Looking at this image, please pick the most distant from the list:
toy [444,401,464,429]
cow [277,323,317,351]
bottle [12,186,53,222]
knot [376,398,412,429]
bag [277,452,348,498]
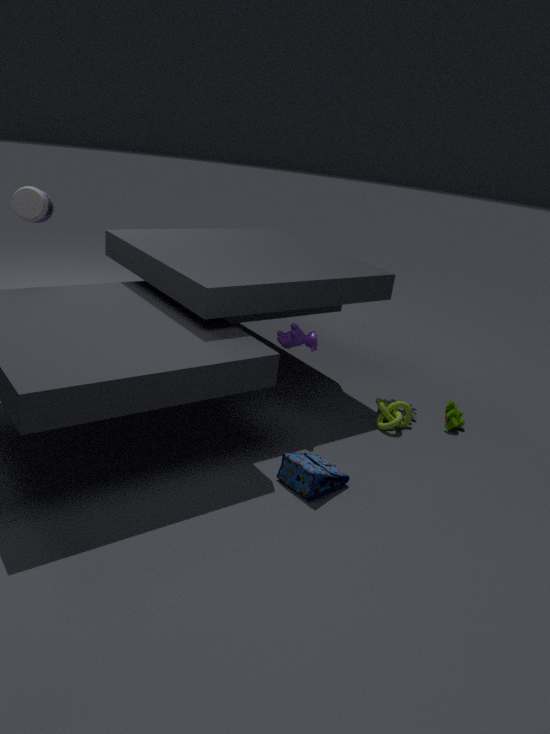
toy [444,401,464,429]
